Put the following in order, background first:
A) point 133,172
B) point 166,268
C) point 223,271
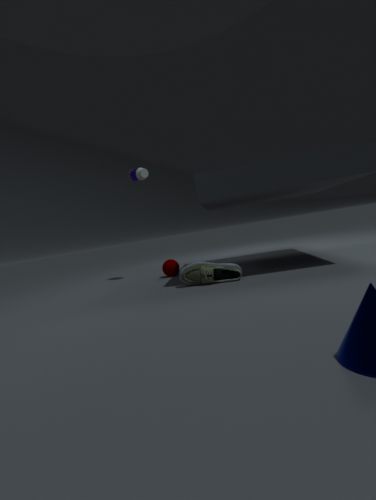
point 133,172 → point 166,268 → point 223,271
